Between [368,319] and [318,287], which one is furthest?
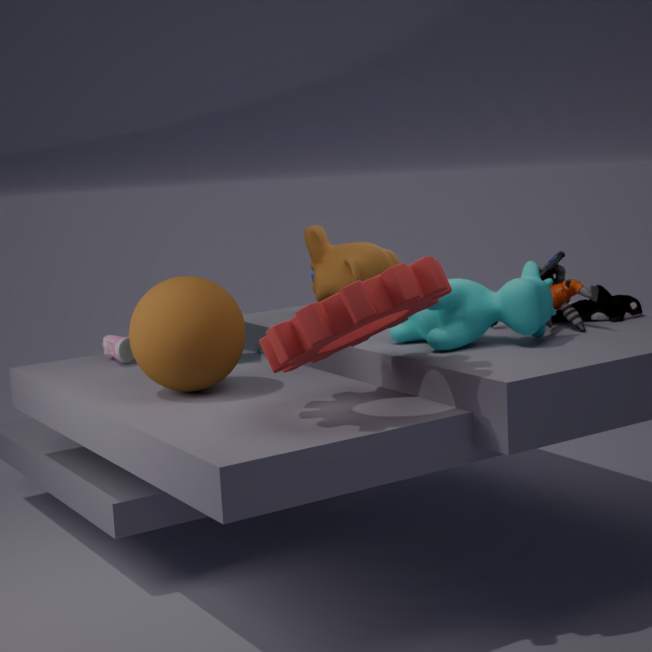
[318,287]
